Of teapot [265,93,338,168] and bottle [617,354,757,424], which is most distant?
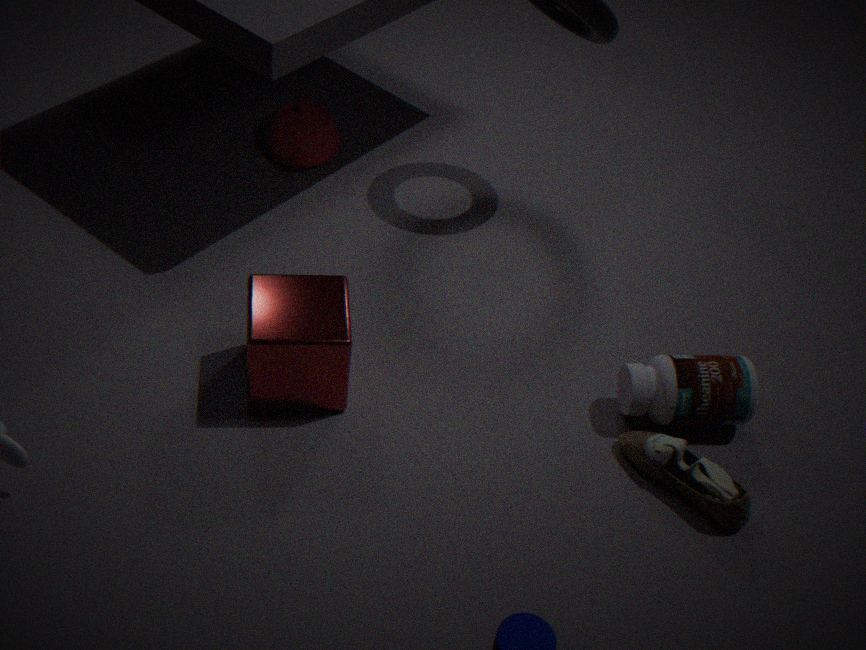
teapot [265,93,338,168]
